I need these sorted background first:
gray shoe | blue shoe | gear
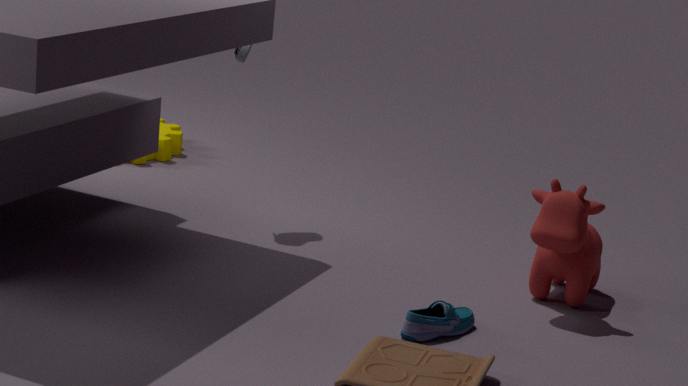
gear → gray shoe → blue shoe
